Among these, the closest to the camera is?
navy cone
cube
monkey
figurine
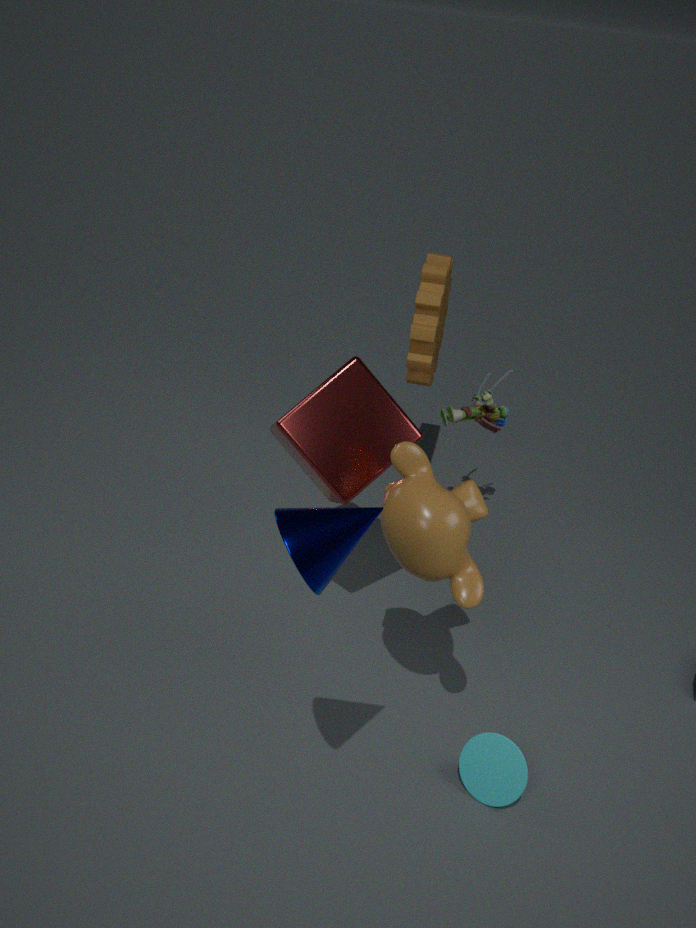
navy cone
